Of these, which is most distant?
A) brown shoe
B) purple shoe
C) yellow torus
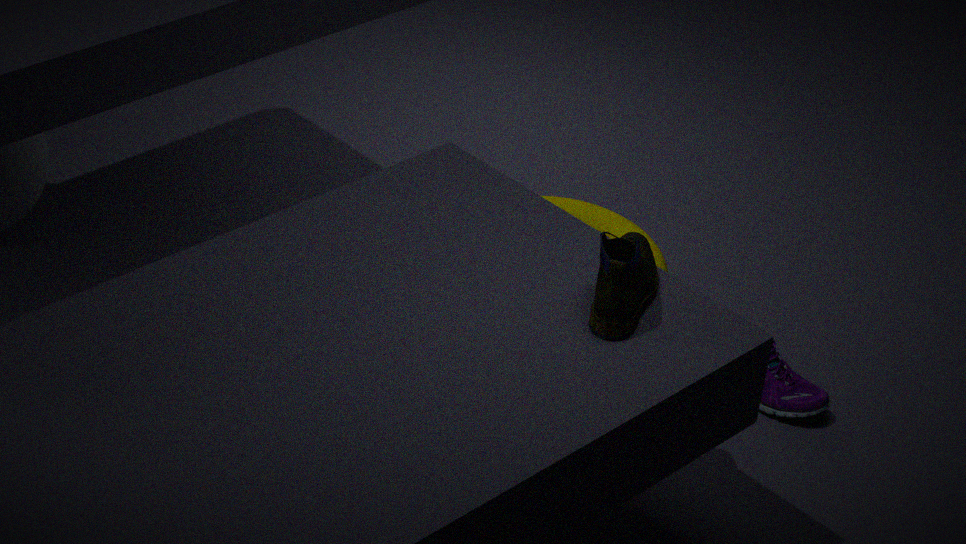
yellow torus
